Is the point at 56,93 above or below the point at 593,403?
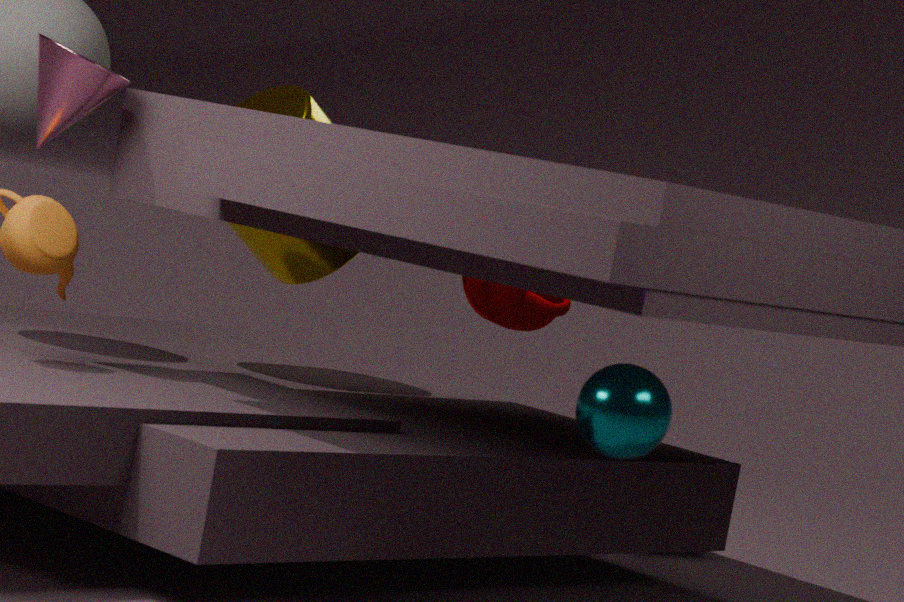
above
